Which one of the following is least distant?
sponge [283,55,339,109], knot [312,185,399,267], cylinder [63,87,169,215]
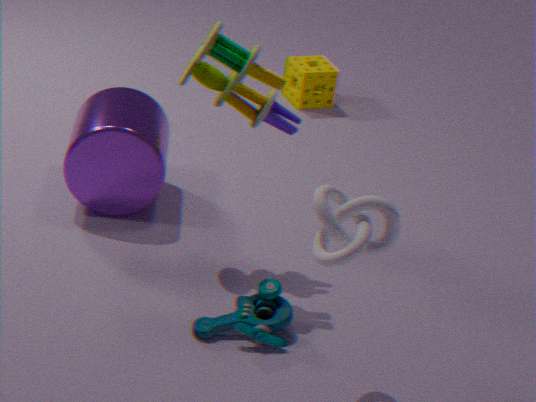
knot [312,185,399,267]
